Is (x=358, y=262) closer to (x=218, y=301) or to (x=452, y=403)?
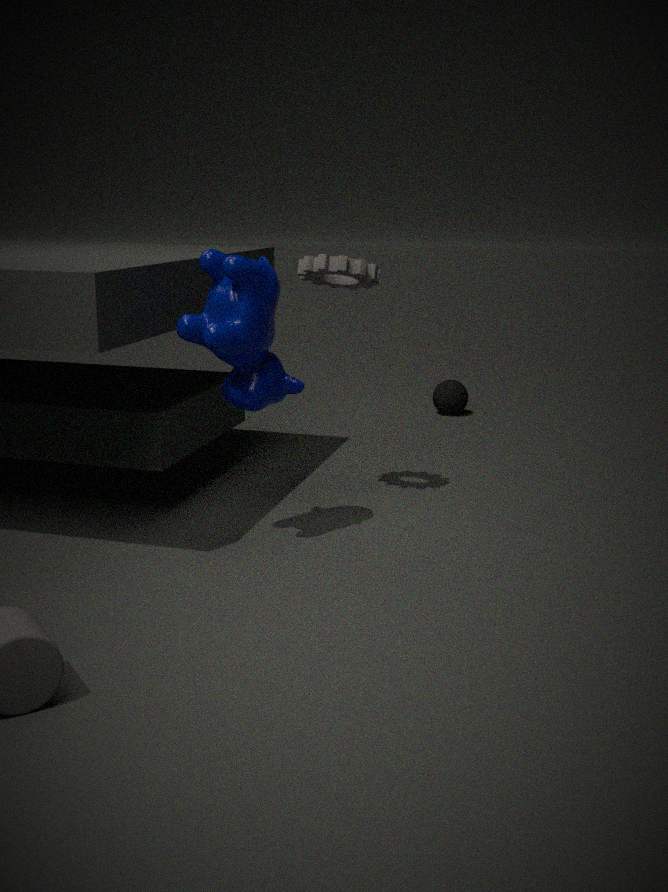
(x=218, y=301)
